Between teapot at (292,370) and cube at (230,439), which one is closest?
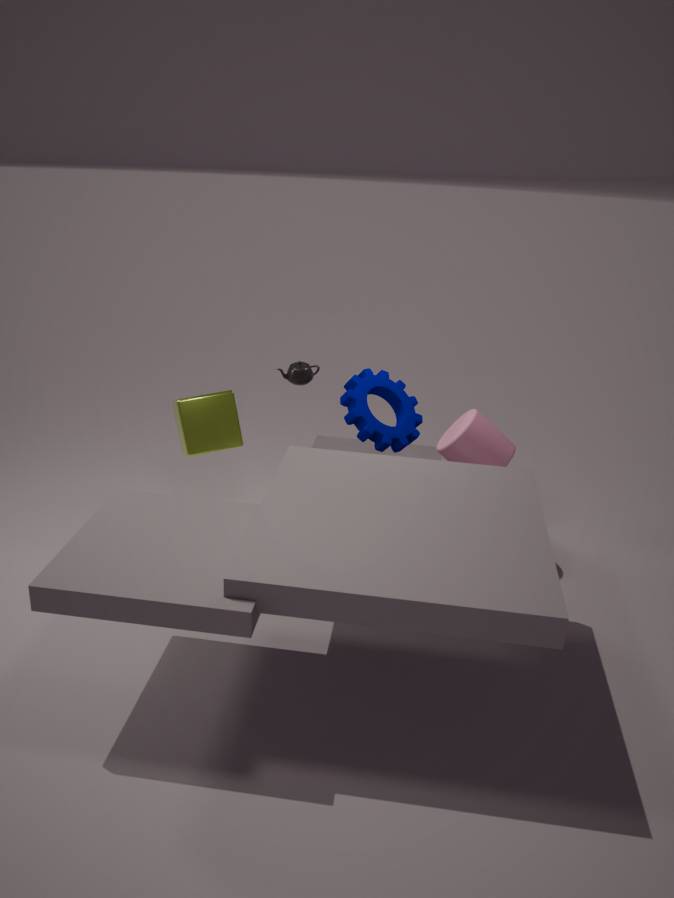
teapot at (292,370)
